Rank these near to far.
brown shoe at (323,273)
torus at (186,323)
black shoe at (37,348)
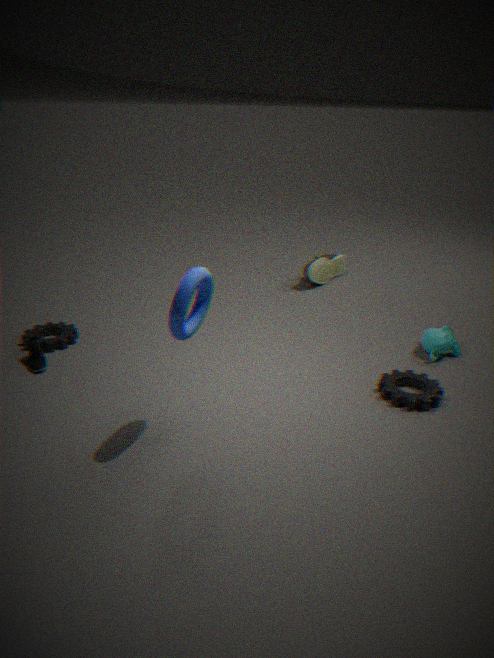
1. torus at (186,323)
2. black shoe at (37,348)
3. brown shoe at (323,273)
